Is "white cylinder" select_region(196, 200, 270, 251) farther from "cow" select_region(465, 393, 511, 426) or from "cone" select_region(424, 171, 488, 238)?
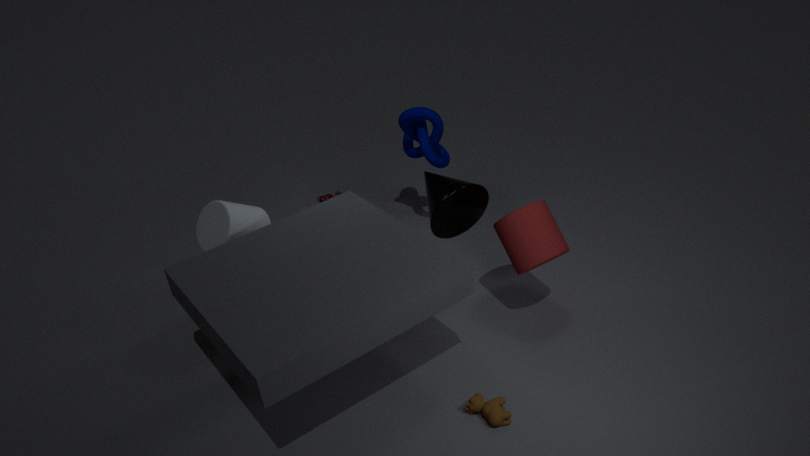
"cow" select_region(465, 393, 511, 426)
